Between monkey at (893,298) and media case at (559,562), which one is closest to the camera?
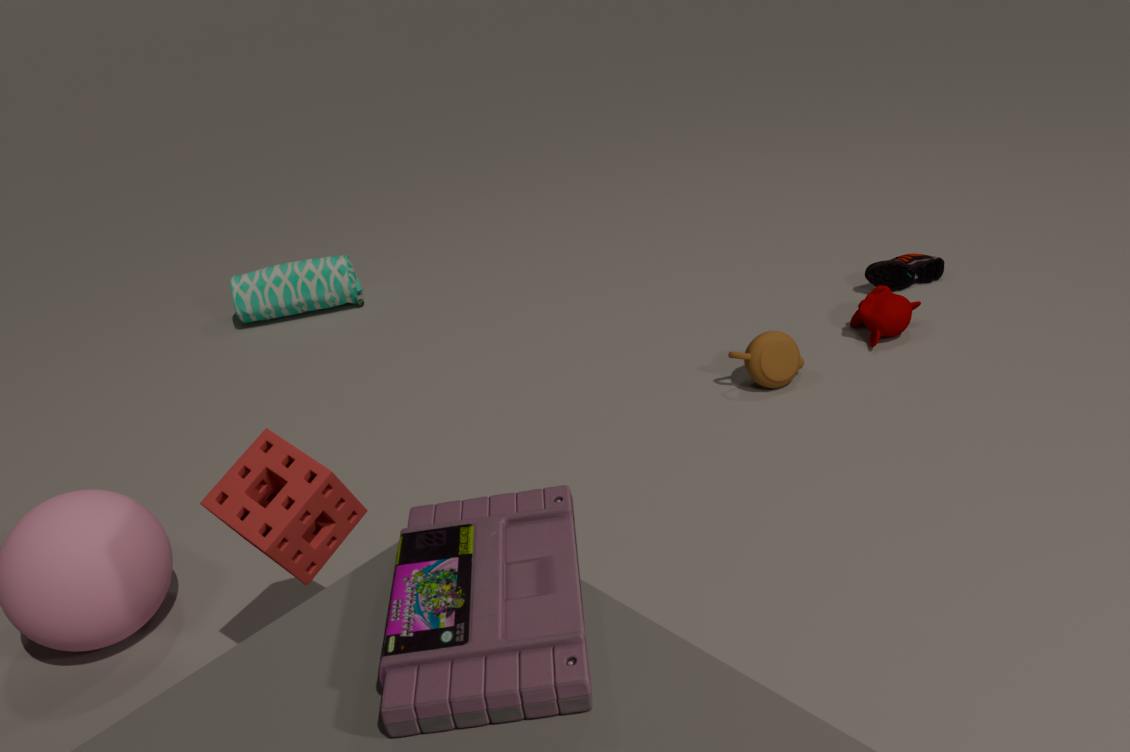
media case at (559,562)
